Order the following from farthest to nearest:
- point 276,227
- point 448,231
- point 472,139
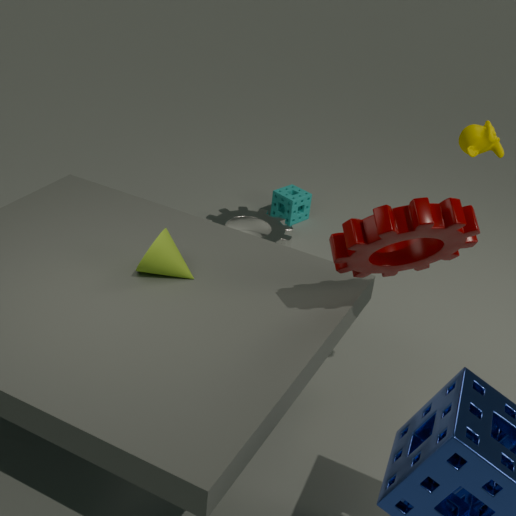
point 276,227 → point 472,139 → point 448,231
